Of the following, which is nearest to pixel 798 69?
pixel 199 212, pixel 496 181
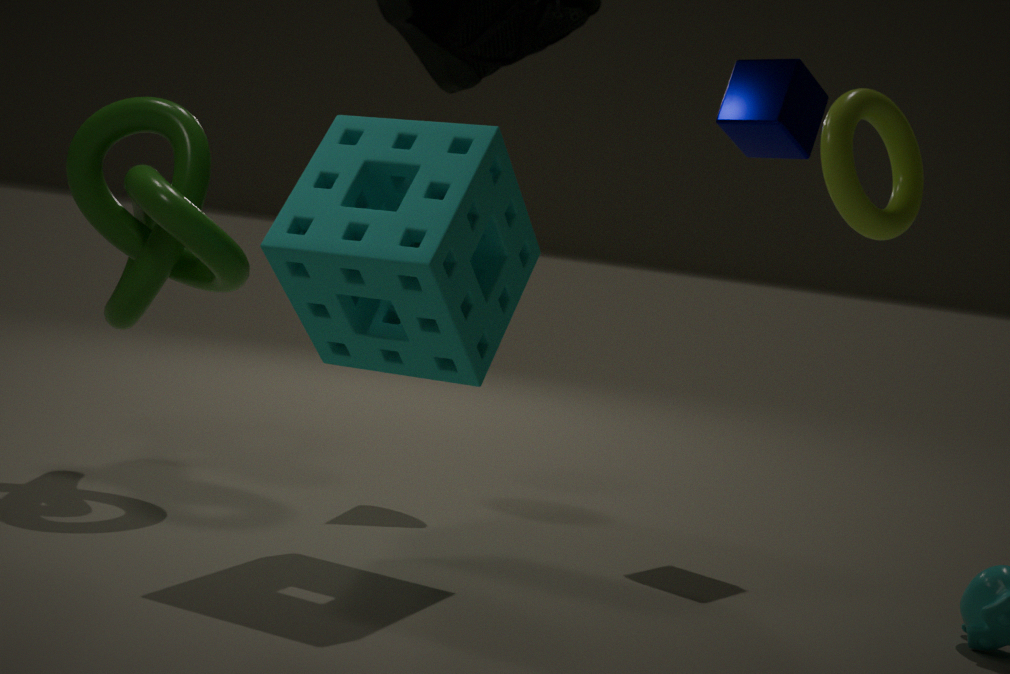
pixel 496 181
